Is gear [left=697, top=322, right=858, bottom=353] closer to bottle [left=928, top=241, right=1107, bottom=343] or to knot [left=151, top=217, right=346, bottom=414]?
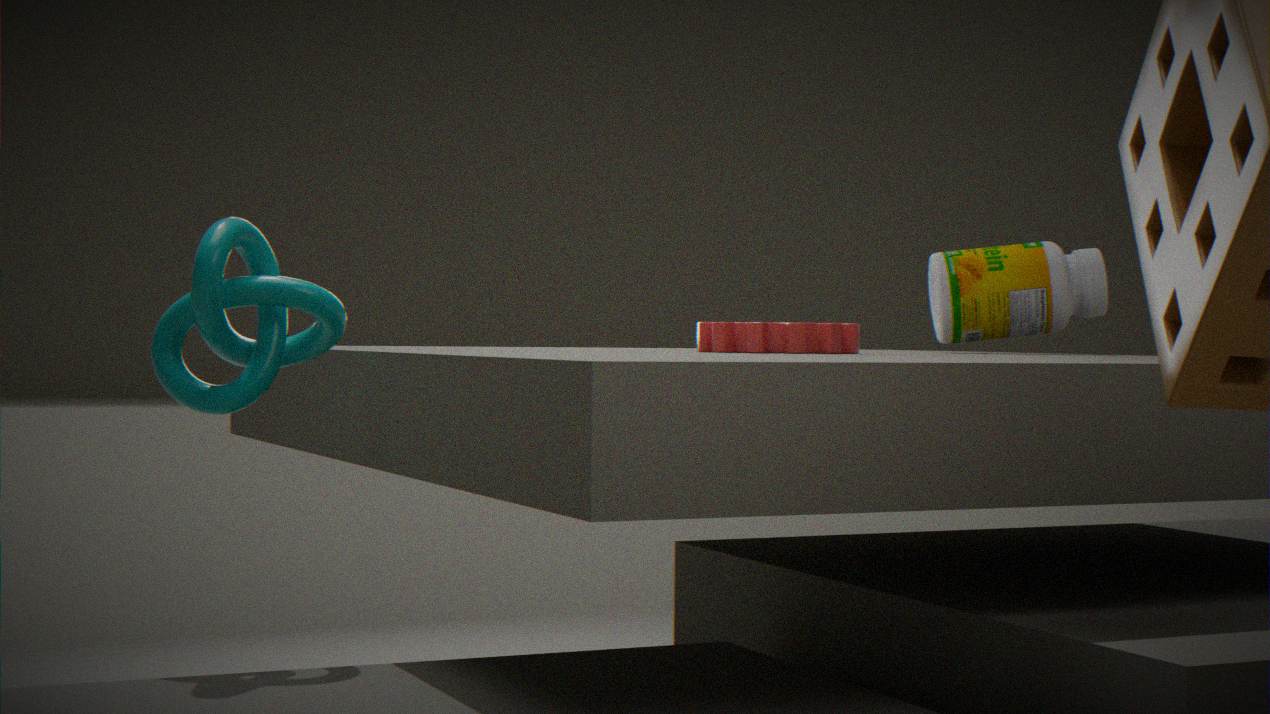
bottle [left=928, top=241, right=1107, bottom=343]
